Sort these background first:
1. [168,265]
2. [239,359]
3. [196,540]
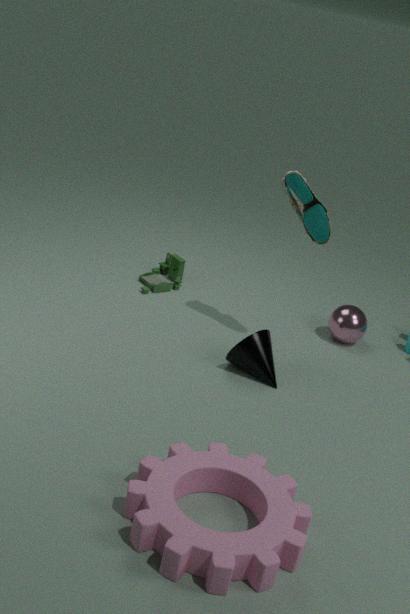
[168,265], [239,359], [196,540]
